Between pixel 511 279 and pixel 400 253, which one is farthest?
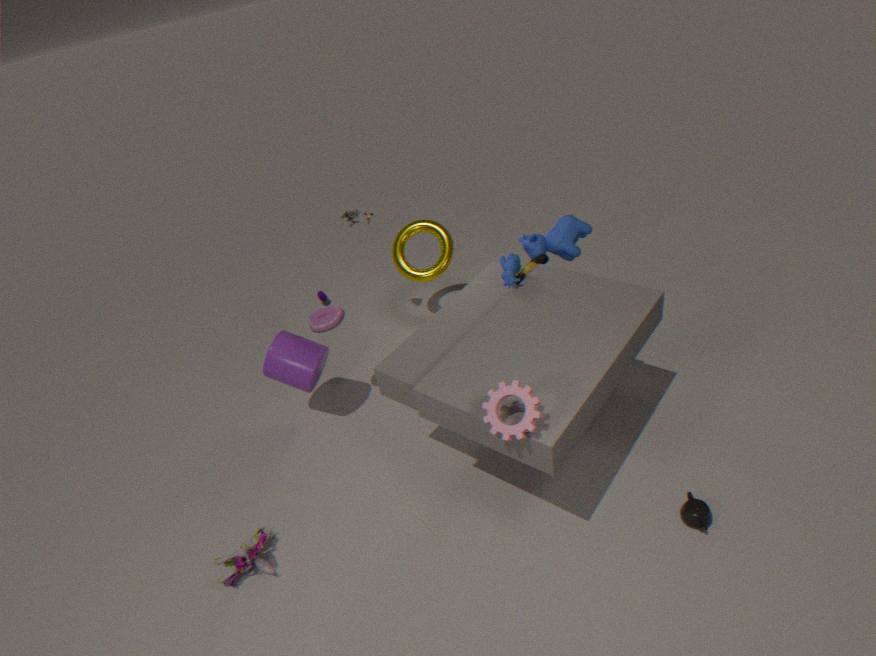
pixel 400 253
